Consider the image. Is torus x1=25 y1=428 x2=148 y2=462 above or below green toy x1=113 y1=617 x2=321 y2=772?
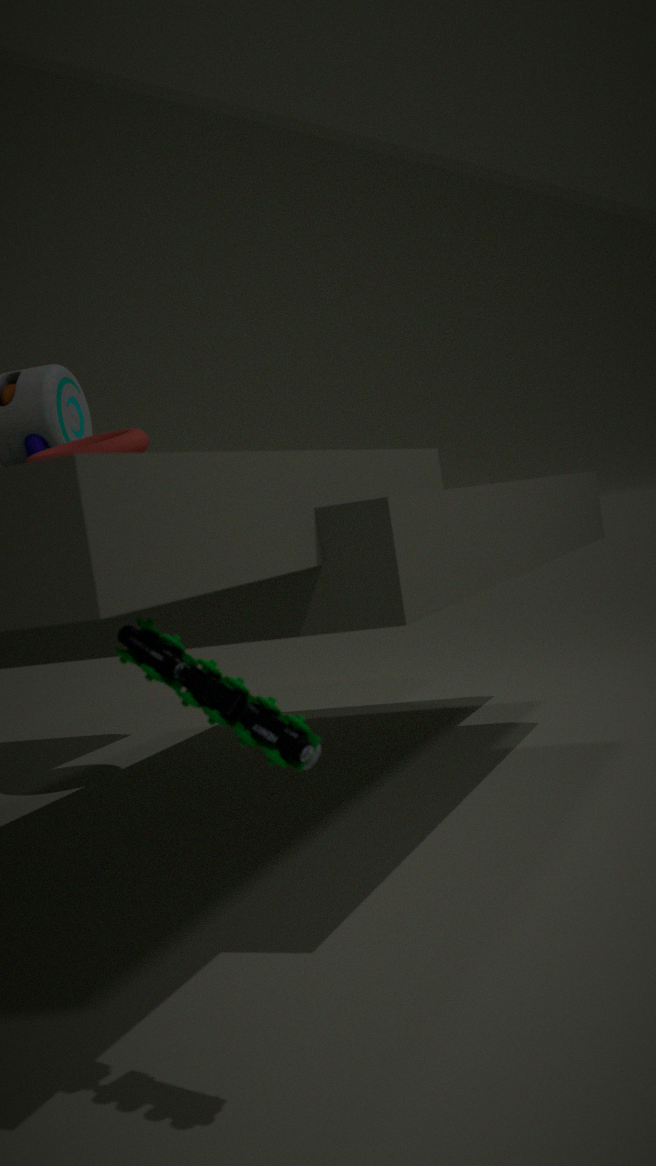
above
